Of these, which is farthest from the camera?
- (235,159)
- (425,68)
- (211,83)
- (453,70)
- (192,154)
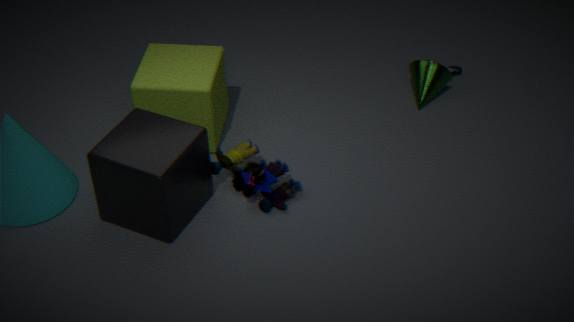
(453,70)
